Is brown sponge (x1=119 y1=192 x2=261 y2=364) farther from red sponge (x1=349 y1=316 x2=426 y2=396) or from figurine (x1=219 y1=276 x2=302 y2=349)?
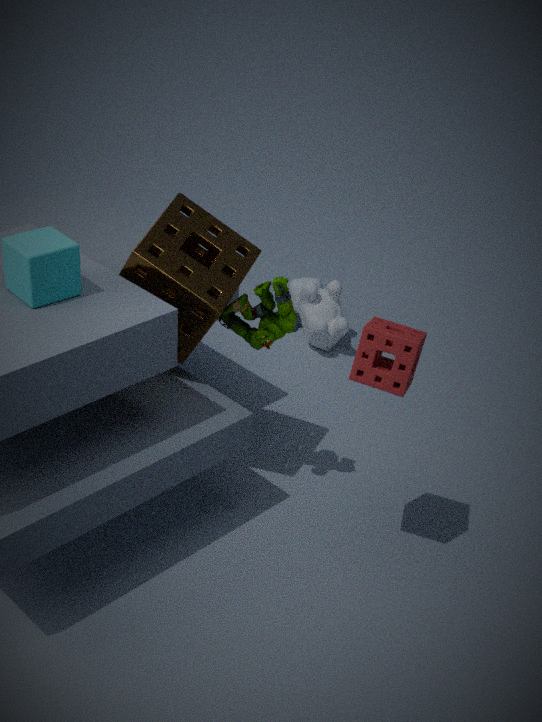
red sponge (x1=349 y1=316 x2=426 y2=396)
